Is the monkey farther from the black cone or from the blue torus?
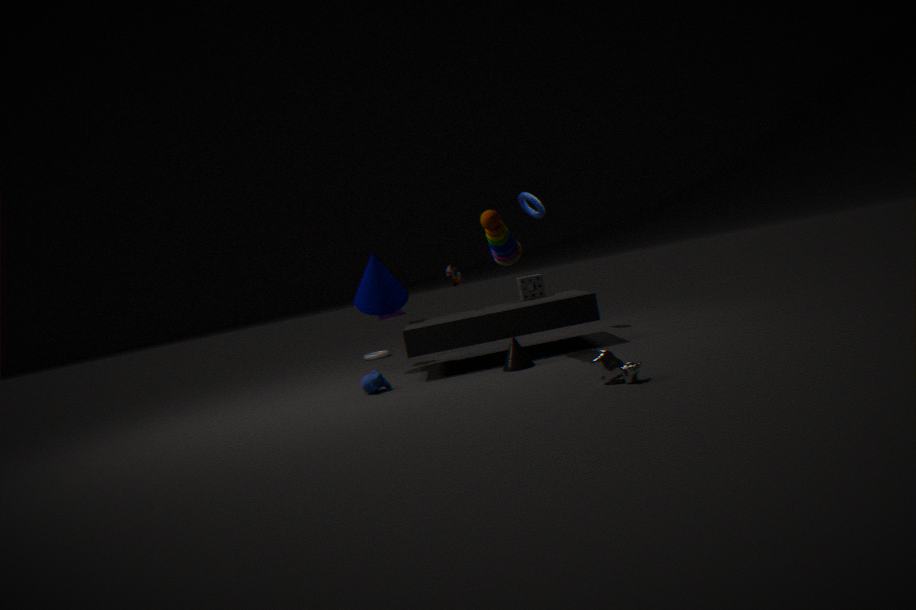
the blue torus
